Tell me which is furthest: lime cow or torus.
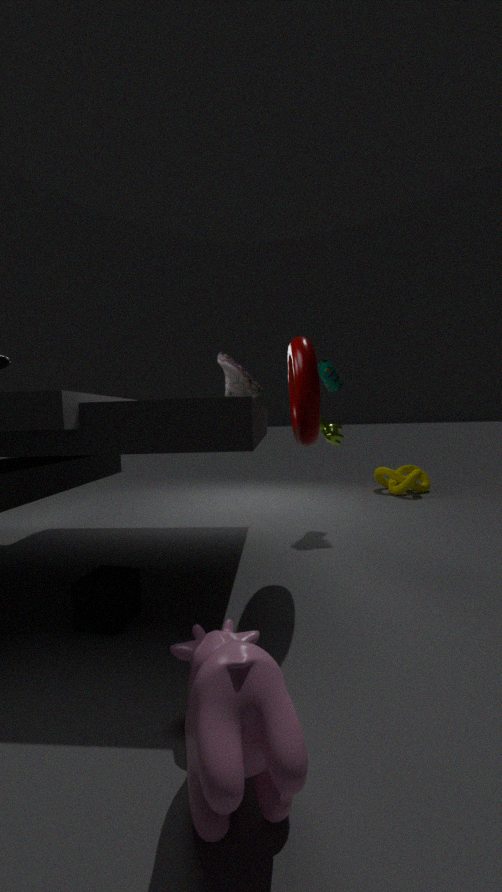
lime cow
